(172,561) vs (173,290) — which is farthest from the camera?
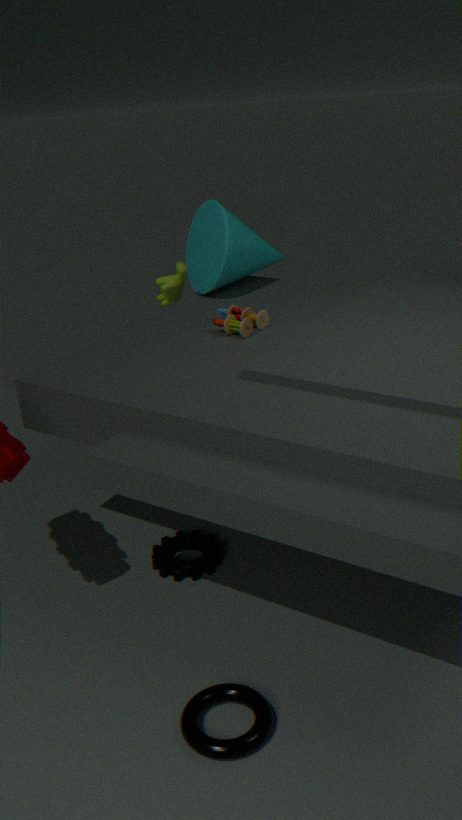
(173,290)
